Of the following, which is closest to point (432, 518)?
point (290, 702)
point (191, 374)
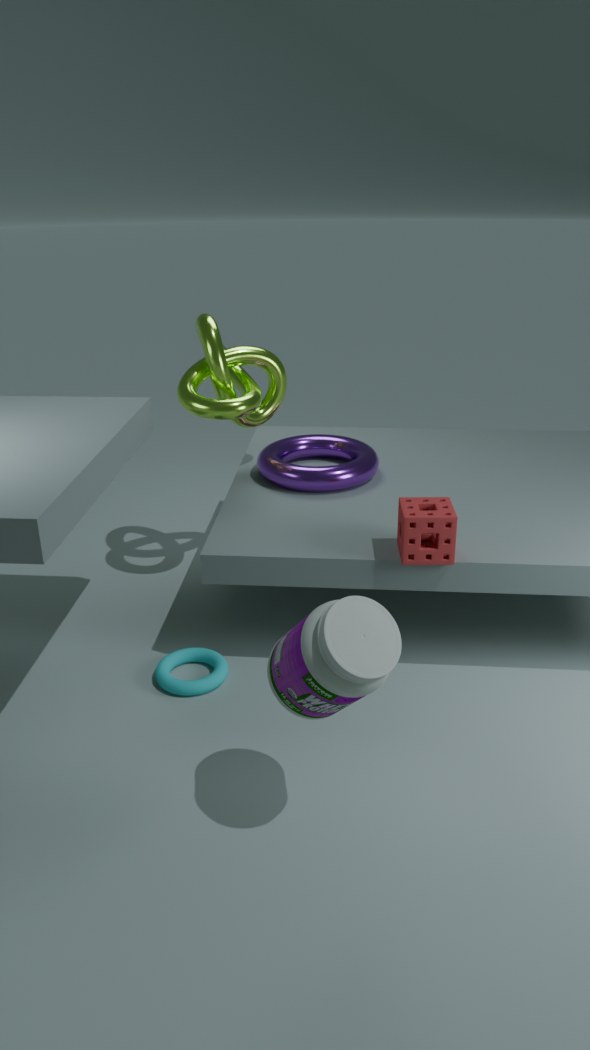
point (290, 702)
